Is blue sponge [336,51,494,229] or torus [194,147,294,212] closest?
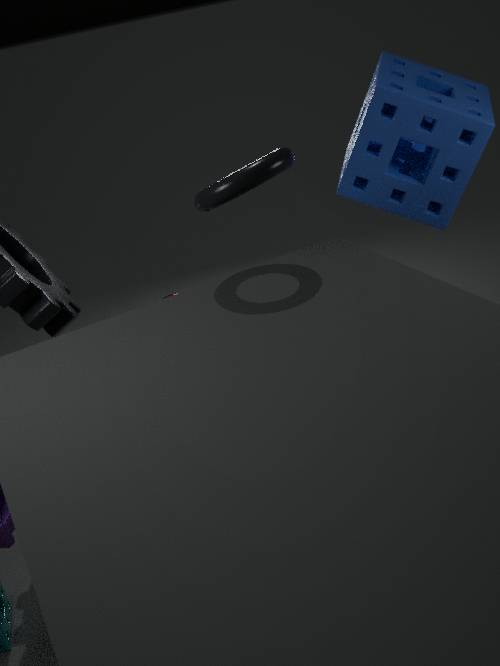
torus [194,147,294,212]
